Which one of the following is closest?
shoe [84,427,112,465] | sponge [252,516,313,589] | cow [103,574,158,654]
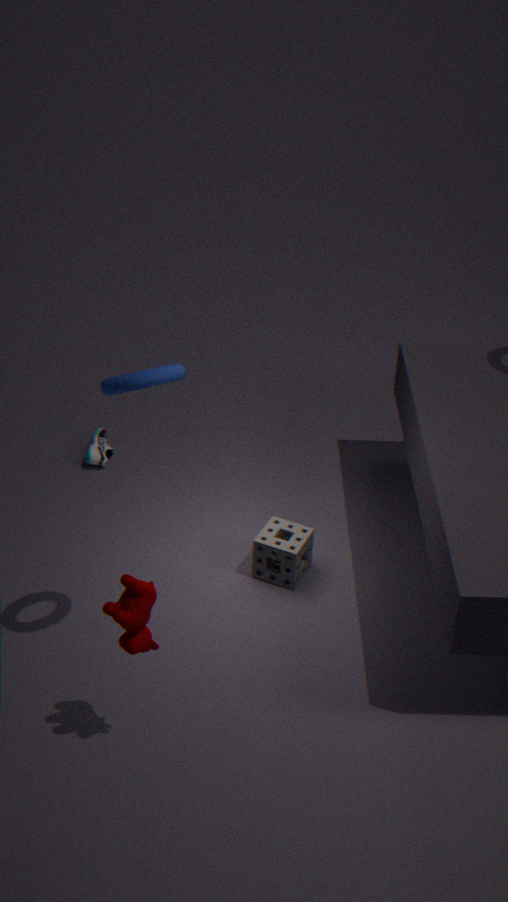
cow [103,574,158,654]
